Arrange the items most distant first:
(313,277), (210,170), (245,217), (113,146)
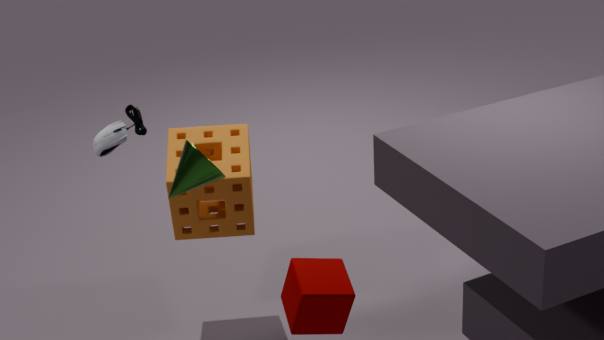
(245,217) < (210,170) < (113,146) < (313,277)
